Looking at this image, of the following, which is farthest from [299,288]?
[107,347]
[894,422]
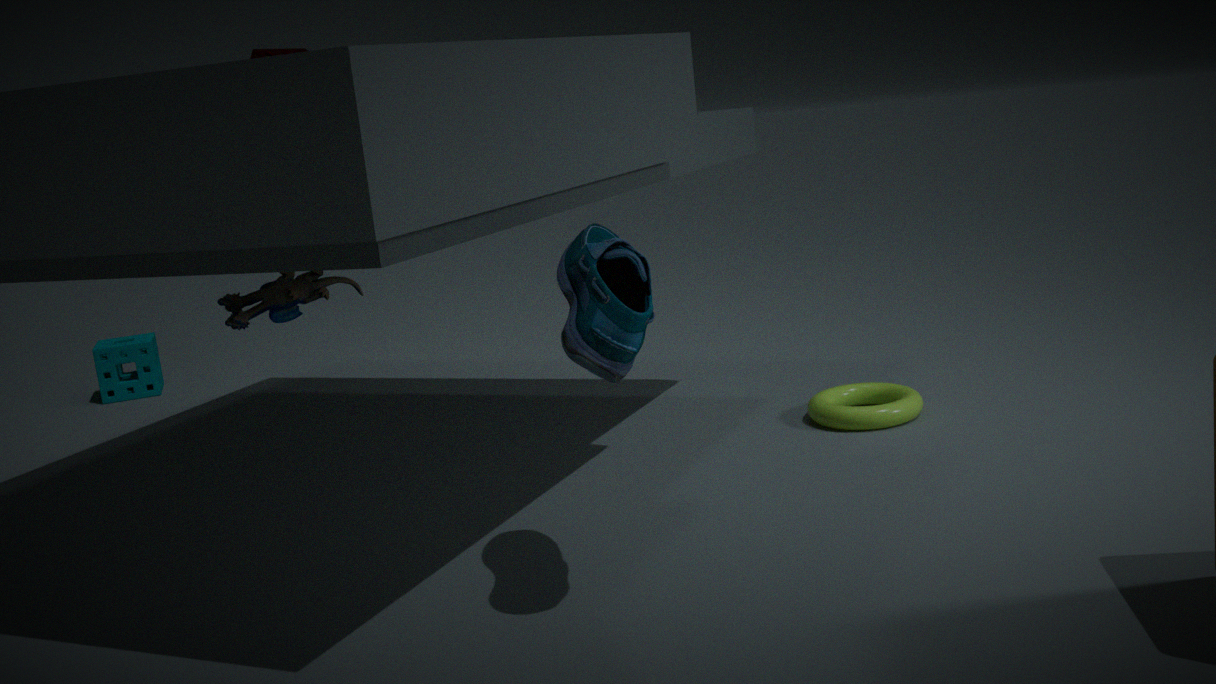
[107,347]
